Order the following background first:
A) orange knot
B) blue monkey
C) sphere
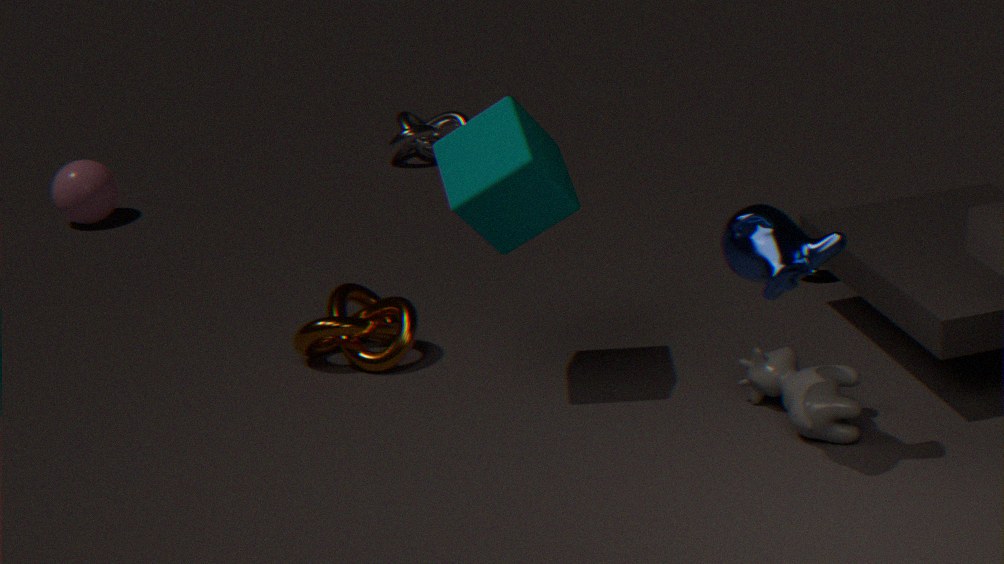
sphere, orange knot, blue monkey
